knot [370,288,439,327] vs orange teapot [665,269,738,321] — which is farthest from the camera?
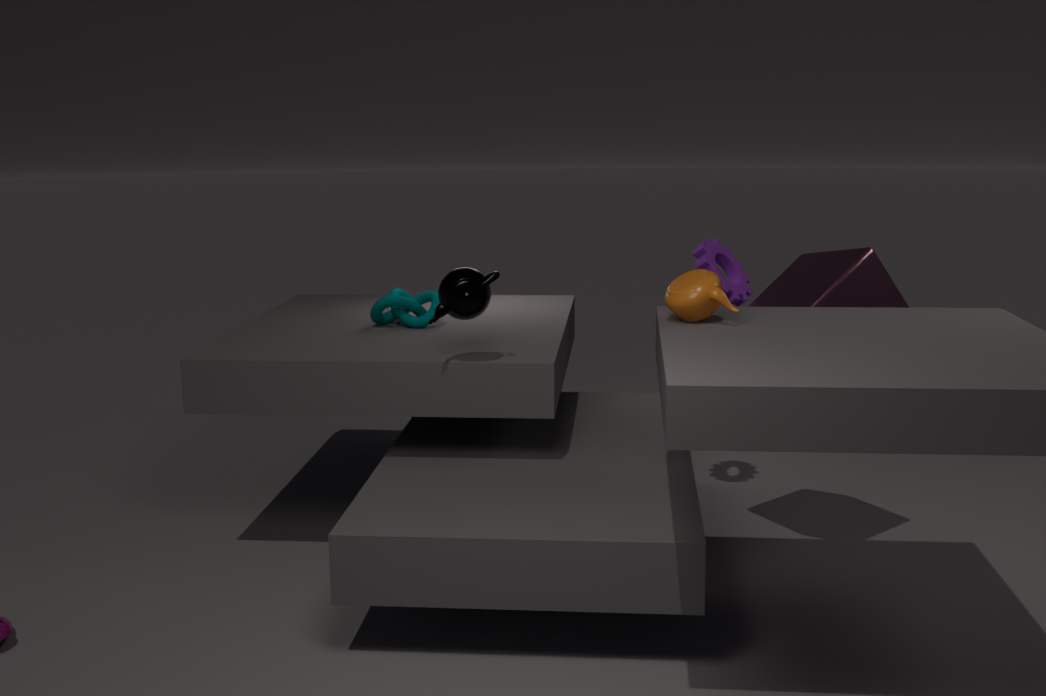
knot [370,288,439,327]
